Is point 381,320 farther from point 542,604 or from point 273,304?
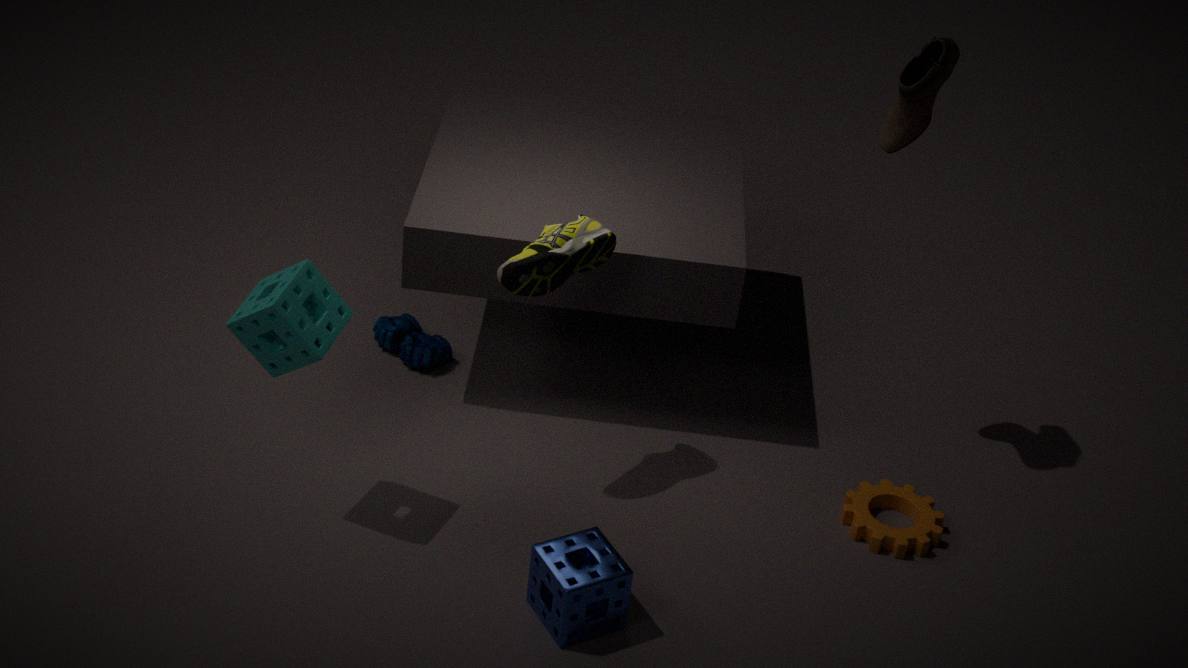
point 542,604
